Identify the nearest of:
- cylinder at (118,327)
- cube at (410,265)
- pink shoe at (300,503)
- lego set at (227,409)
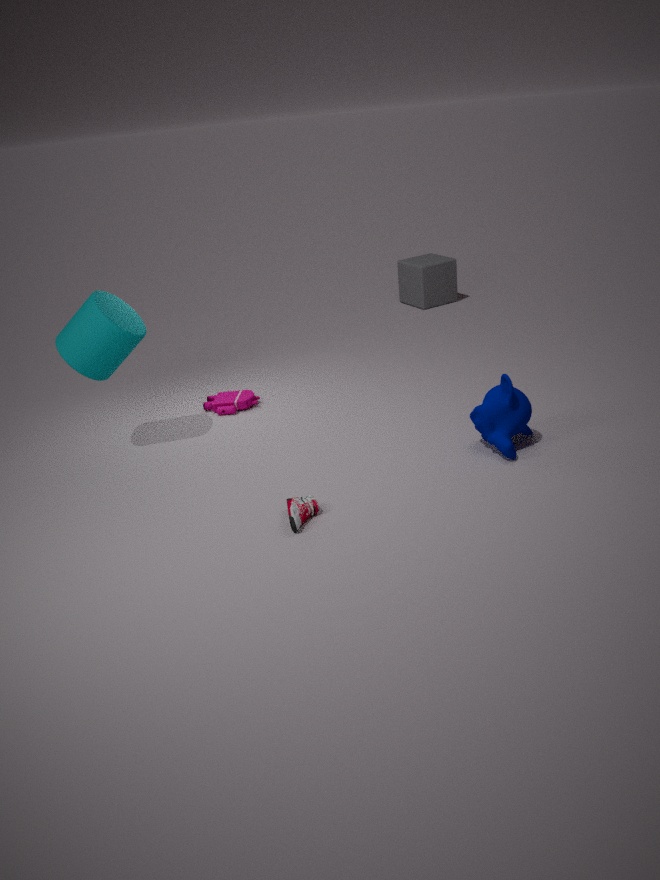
pink shoe at (300,503)
